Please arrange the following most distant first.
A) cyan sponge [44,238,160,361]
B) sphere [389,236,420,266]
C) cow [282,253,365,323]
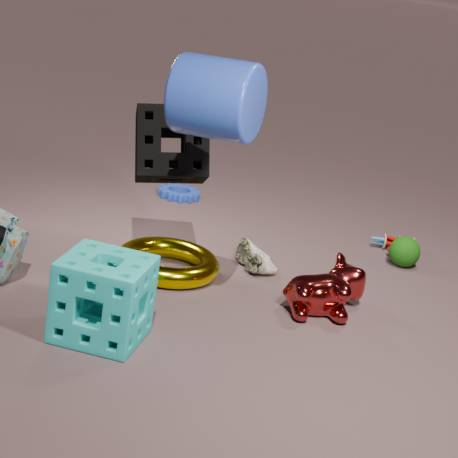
sphere [389,236,420,266] < cow [282,253,365,323] < cyan sponge [44,238,160,361]
